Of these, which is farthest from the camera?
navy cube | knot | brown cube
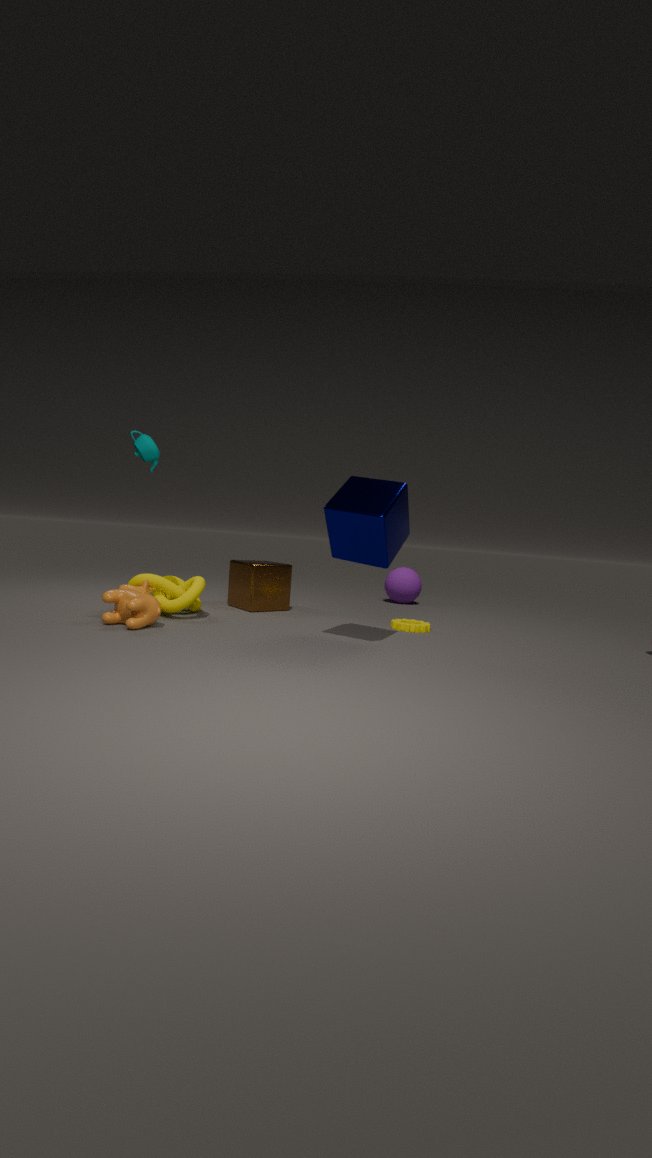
brown cube
